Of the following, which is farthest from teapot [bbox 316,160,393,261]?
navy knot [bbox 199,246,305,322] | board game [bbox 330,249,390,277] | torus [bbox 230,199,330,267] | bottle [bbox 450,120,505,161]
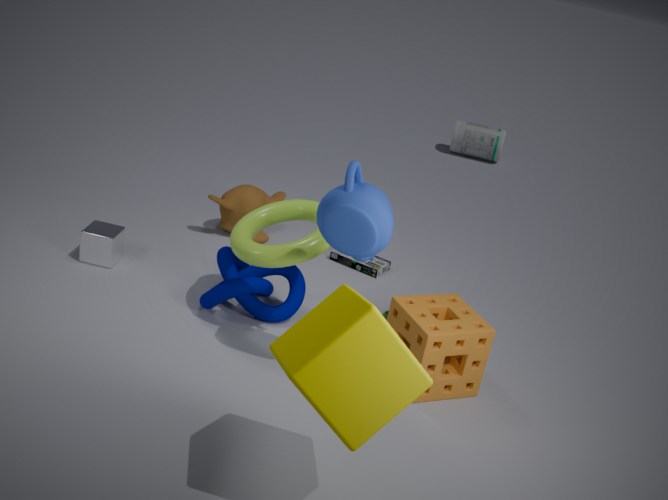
bottle [bbox 450,120,505,161]
